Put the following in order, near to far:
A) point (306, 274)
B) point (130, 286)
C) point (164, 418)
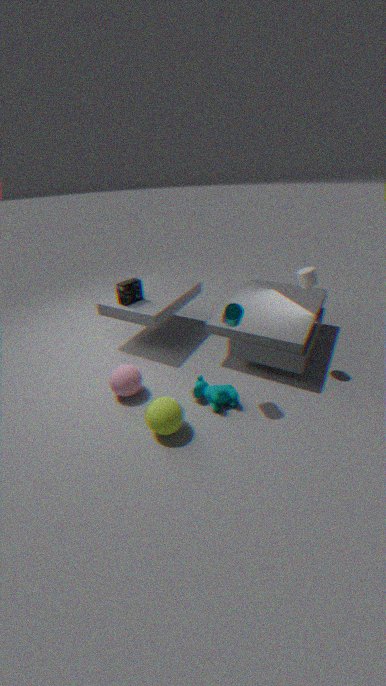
1. point (164, 418)
2. point (306, 274)
3. point (130, 286)
